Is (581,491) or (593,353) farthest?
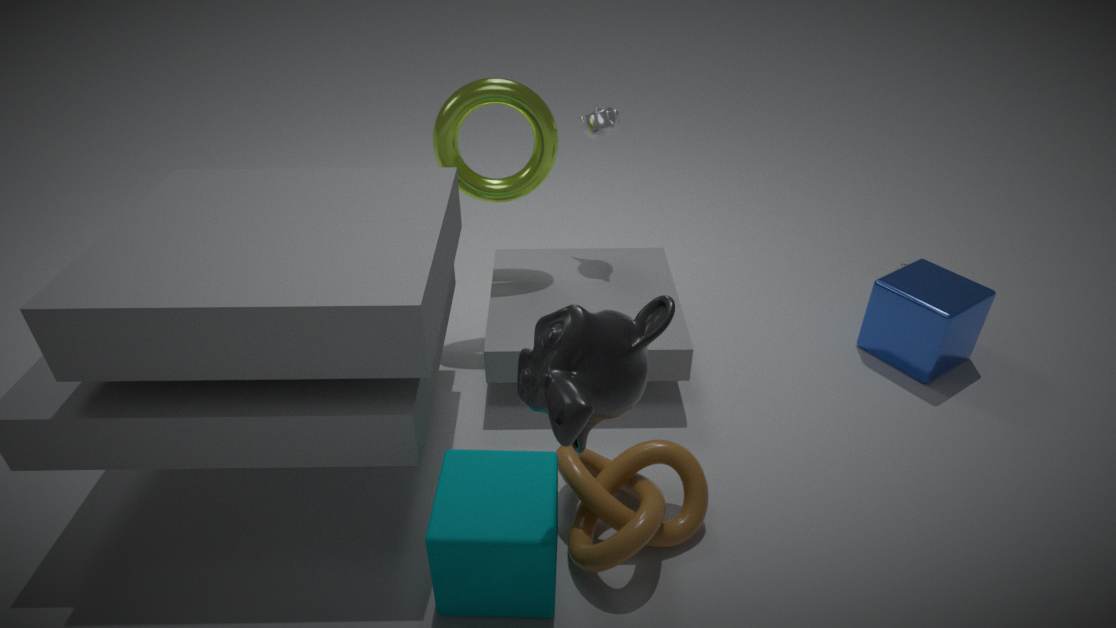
(581,491)
